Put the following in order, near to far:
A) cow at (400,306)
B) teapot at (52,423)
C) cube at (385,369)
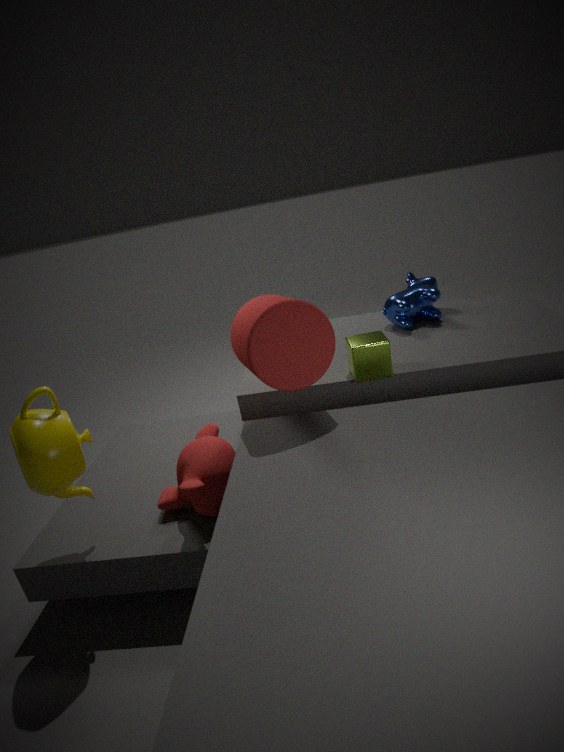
B. teapot at (52,423)
C. cube at (385,369)
A. cow at (400,306)
